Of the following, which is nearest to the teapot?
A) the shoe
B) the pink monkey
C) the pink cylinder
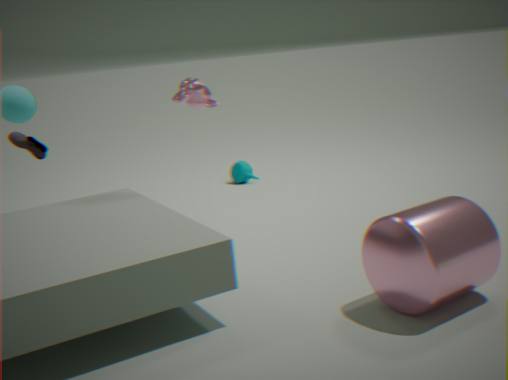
the pink monkey
